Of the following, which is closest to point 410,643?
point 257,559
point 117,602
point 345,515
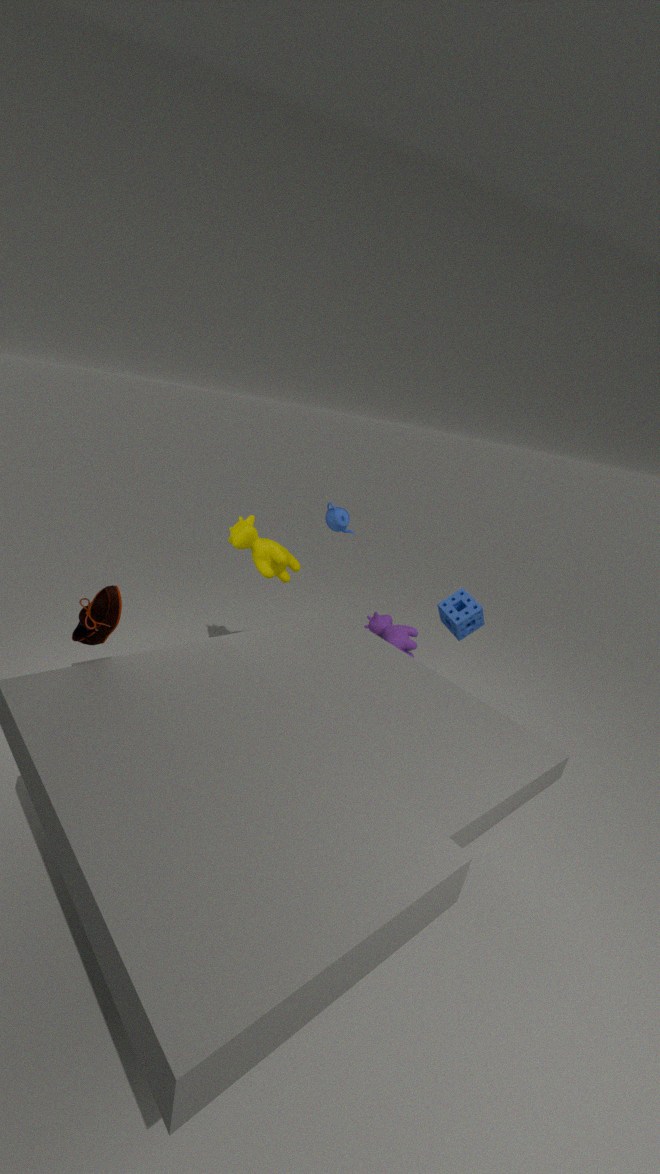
point 345,515
